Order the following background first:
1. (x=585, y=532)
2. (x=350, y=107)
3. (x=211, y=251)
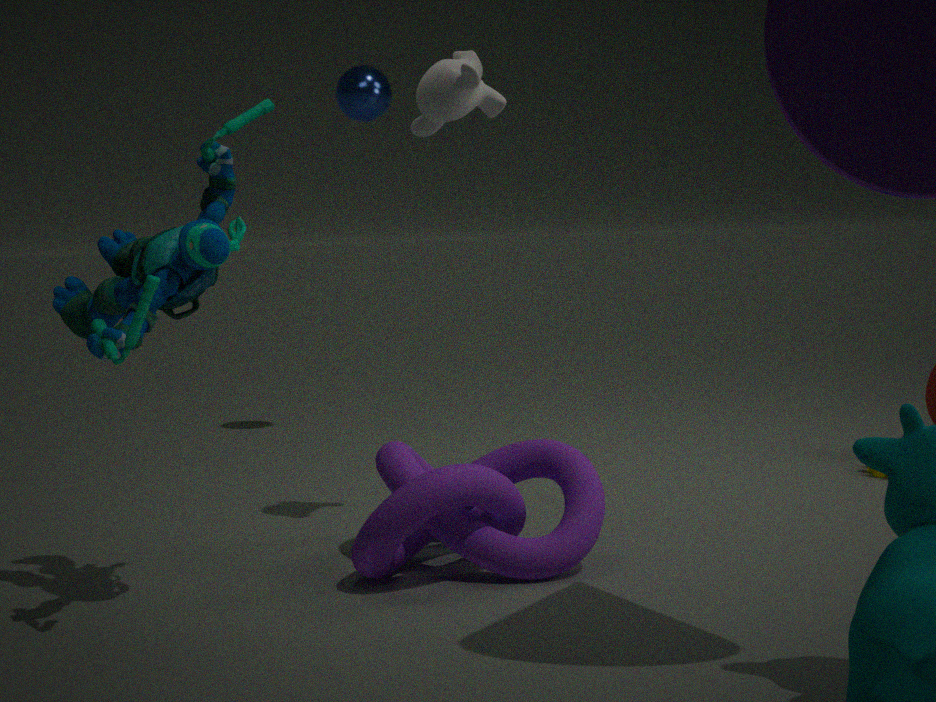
(x=350, y=107)
(x=585, y=532)
(x=211, y=251)
